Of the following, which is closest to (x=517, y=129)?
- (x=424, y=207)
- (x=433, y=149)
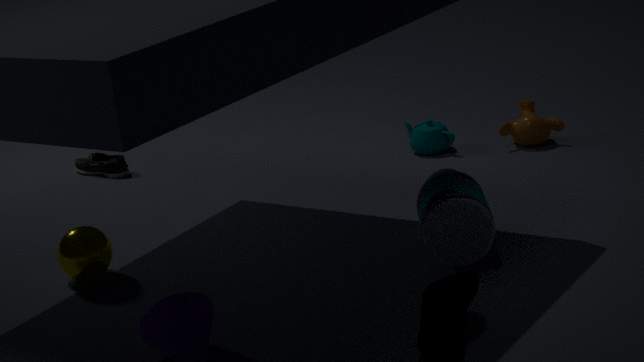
(x=433, y=149)
